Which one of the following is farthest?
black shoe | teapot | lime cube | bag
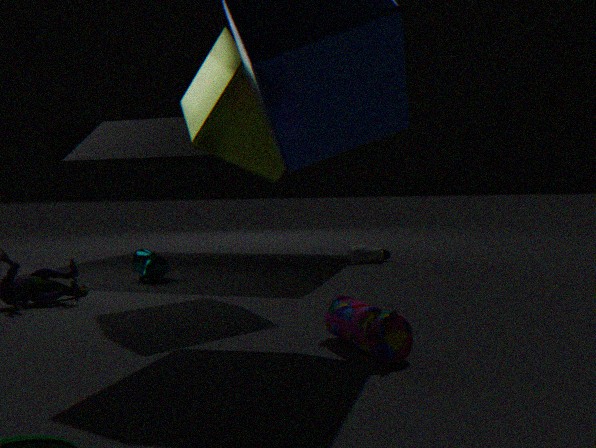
black shoe
